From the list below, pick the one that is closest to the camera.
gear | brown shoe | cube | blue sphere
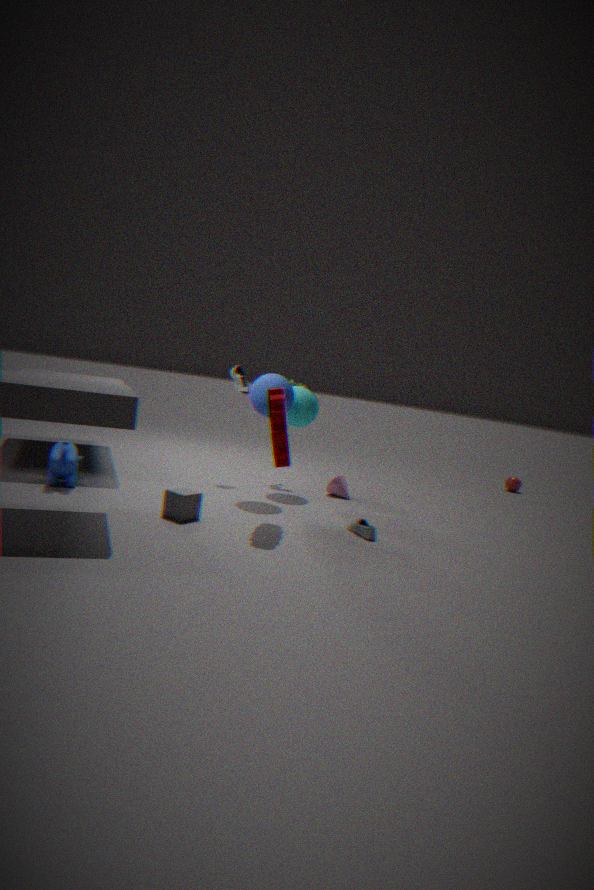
gear
